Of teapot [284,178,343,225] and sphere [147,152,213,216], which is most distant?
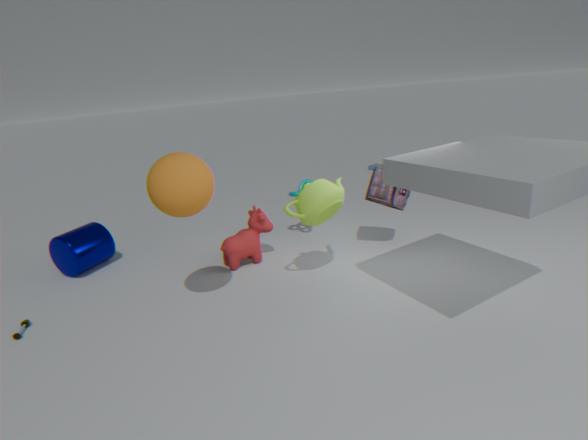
teapot [284,178,343,225]
